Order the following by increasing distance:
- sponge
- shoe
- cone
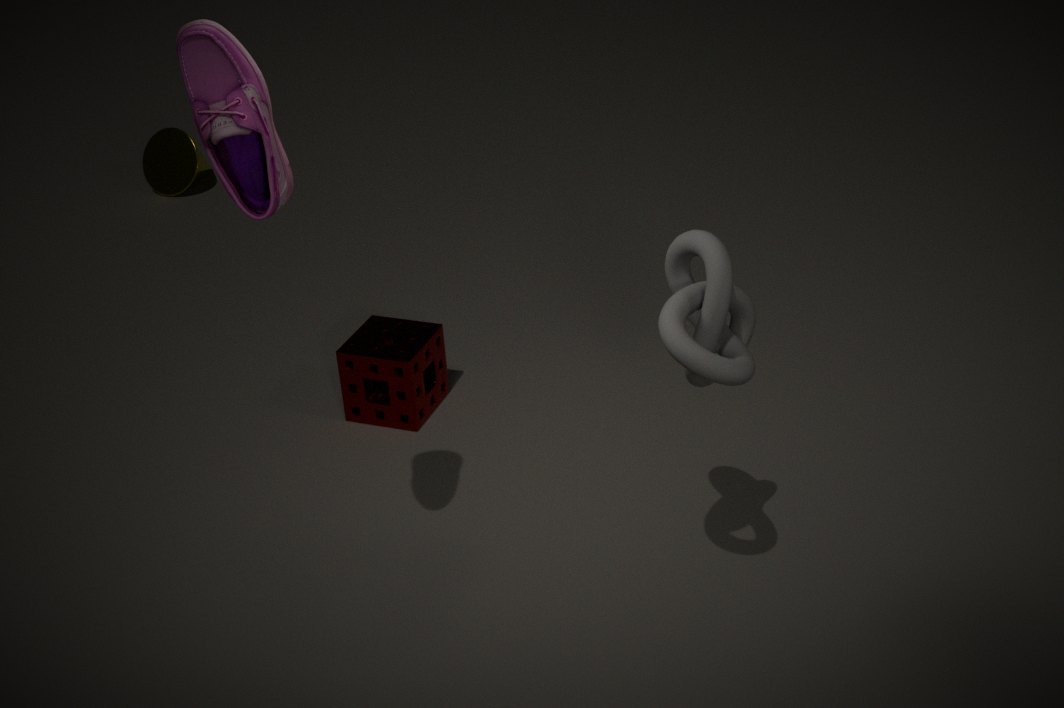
A: shoe
sponge
cone
